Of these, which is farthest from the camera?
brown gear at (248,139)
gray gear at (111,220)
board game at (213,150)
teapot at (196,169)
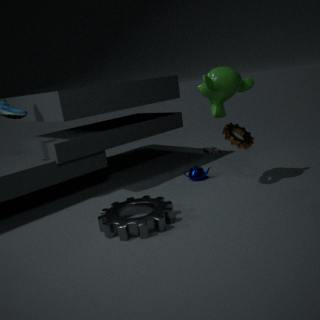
board game at (213,150)
